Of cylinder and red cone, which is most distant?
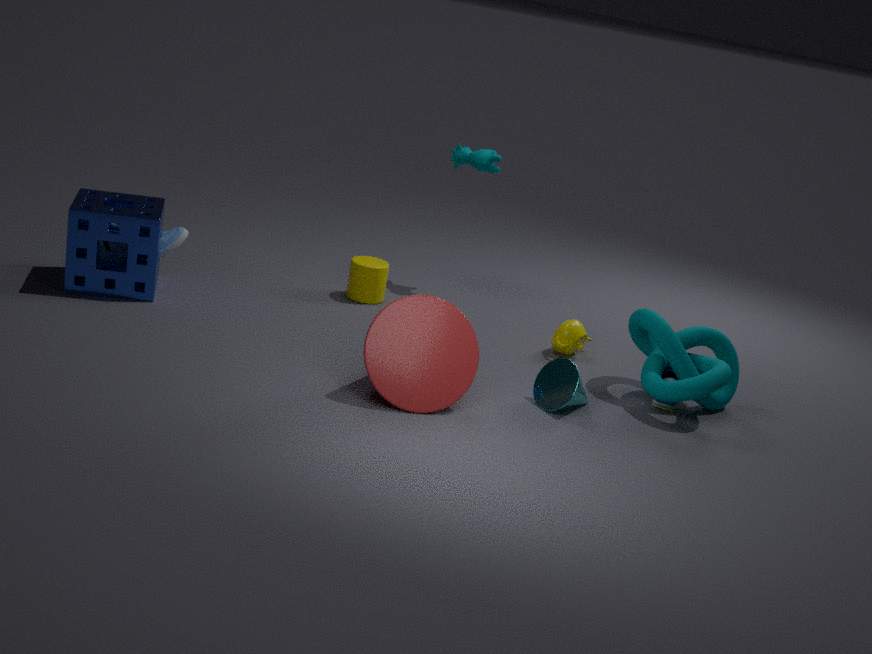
cylinder
